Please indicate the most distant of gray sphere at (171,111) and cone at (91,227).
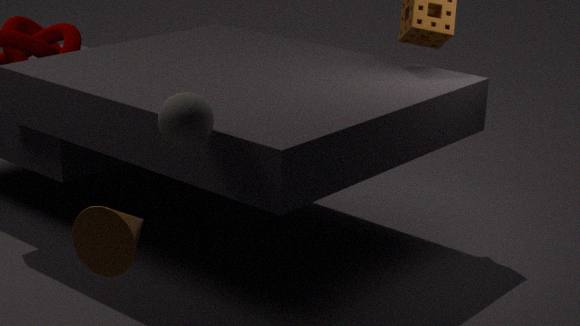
gray sphere at (171,111)
